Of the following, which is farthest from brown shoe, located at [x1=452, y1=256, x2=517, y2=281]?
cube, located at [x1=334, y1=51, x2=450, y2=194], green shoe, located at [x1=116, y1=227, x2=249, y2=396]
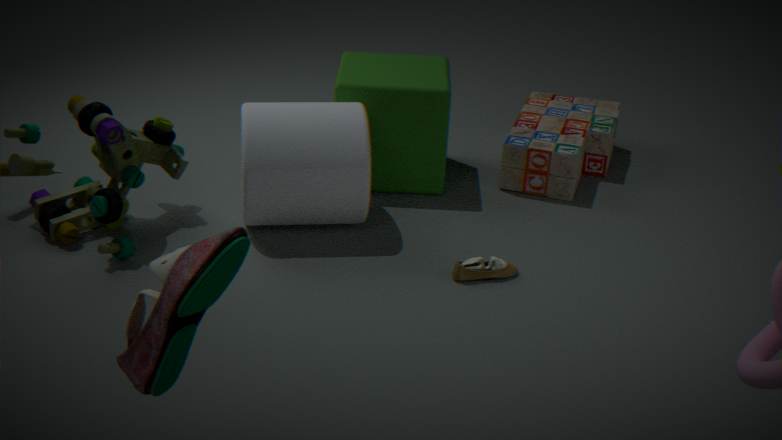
green shoe, located at [x1=116, y1=227, x2=249, y2=396]
